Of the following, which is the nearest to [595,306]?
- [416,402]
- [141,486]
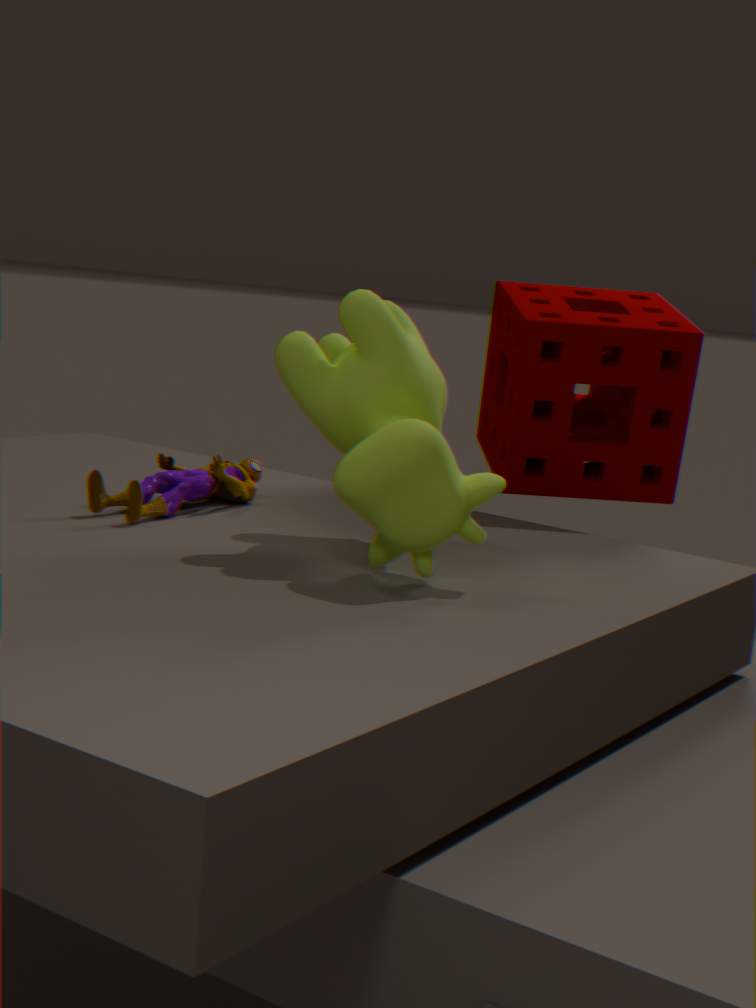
[416,402]
